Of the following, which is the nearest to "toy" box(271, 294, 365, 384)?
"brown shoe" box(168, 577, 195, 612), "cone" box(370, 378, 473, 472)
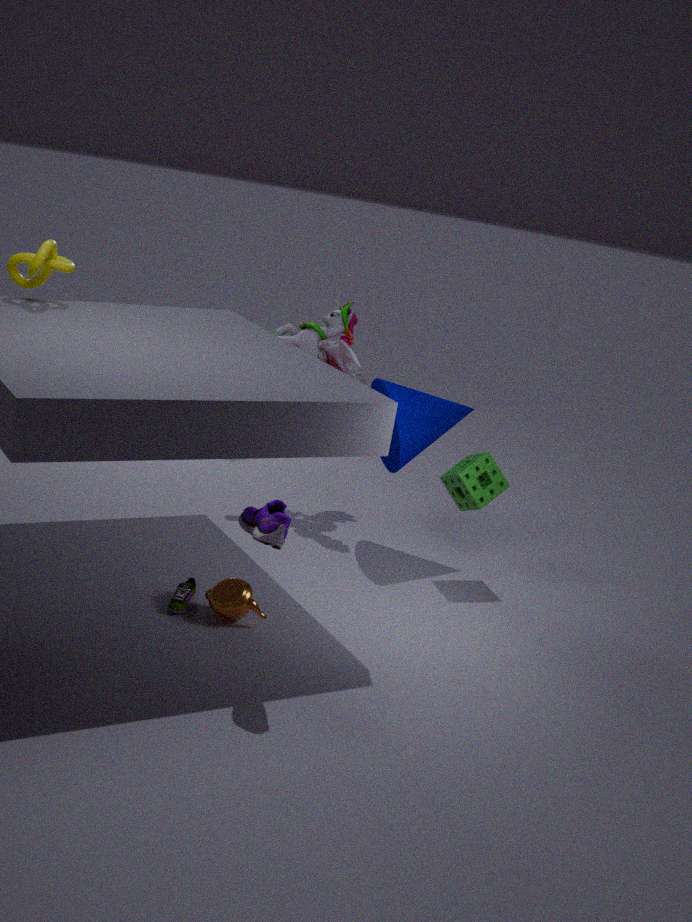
"cone" box(370, 378, 473, 472)
